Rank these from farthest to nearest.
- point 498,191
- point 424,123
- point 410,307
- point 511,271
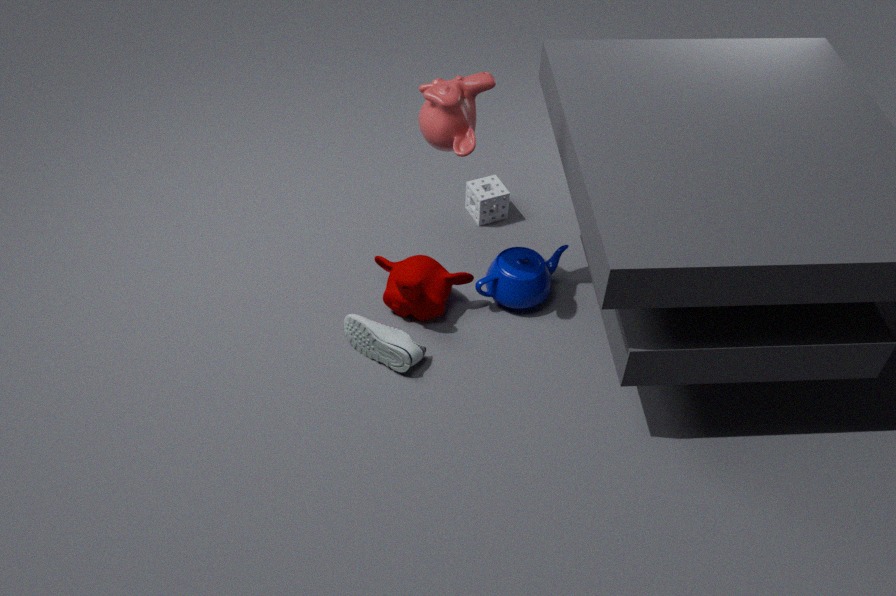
1. point 498,191
2. point 511,271
3. point 410,307
4. point 424,123
